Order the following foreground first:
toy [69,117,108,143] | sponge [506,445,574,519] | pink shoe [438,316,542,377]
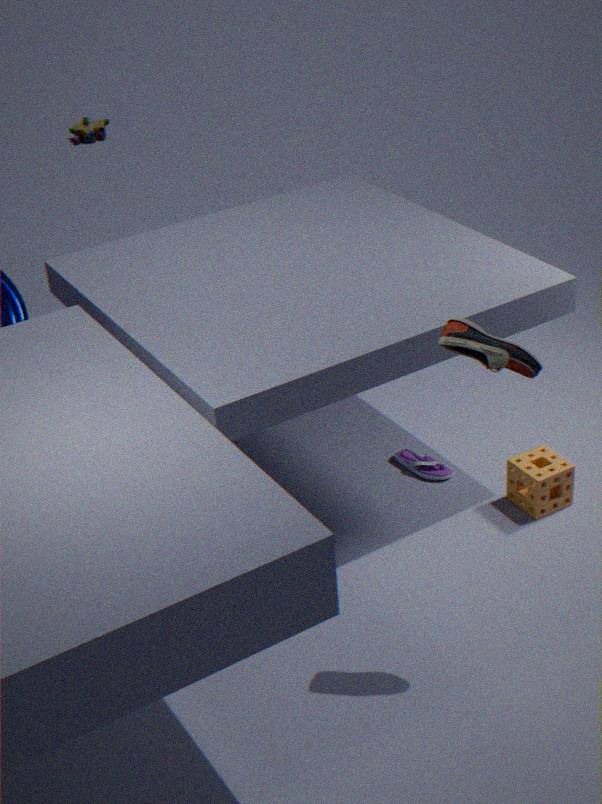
pink shoe [438,316,542,377], sponge [506,445,574,519], toy [69,117,108,143]
